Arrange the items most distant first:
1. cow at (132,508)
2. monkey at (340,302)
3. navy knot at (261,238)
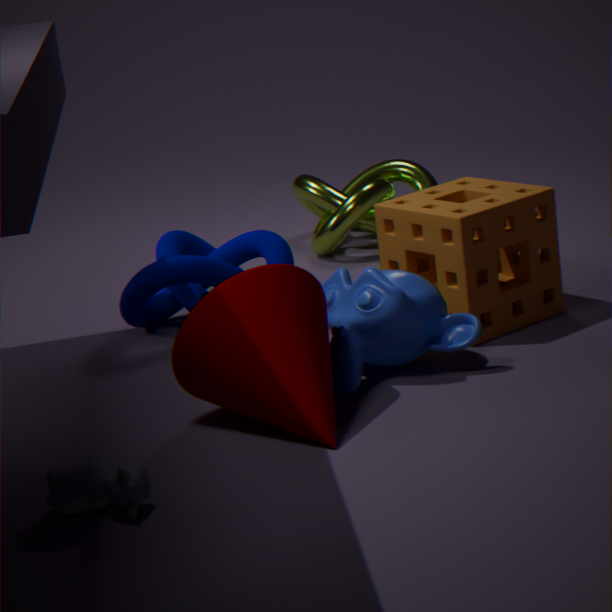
1. navy knot at (261,238)
2. monkey at (340,302)
3. cow at (132,508)
